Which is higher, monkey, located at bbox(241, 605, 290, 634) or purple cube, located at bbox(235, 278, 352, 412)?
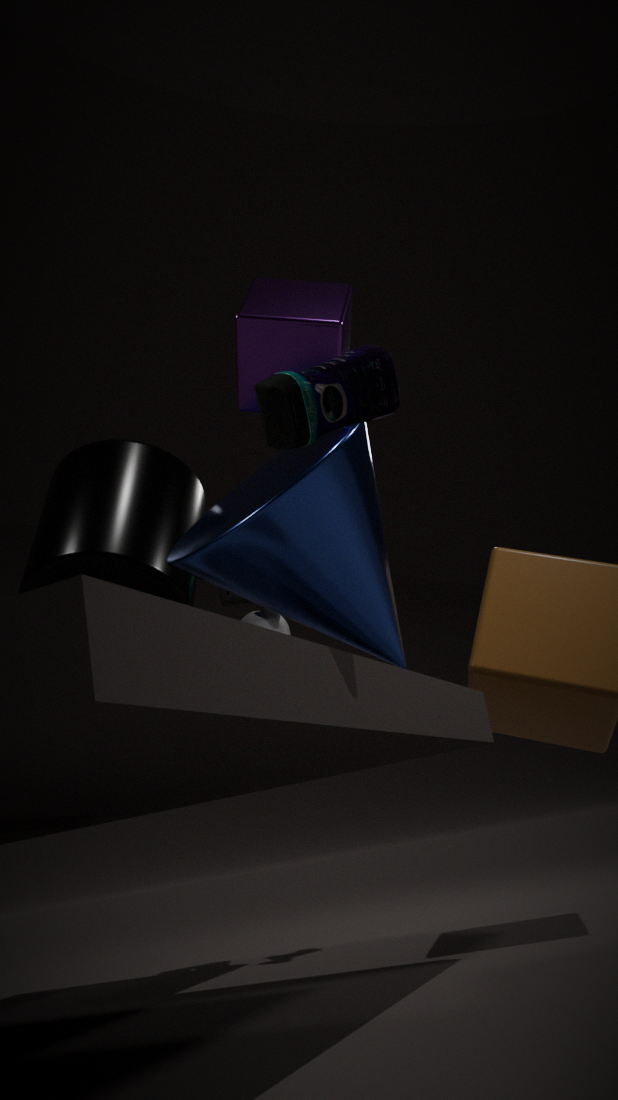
purple cube, located at bbox(235, 278, 352, 412)
